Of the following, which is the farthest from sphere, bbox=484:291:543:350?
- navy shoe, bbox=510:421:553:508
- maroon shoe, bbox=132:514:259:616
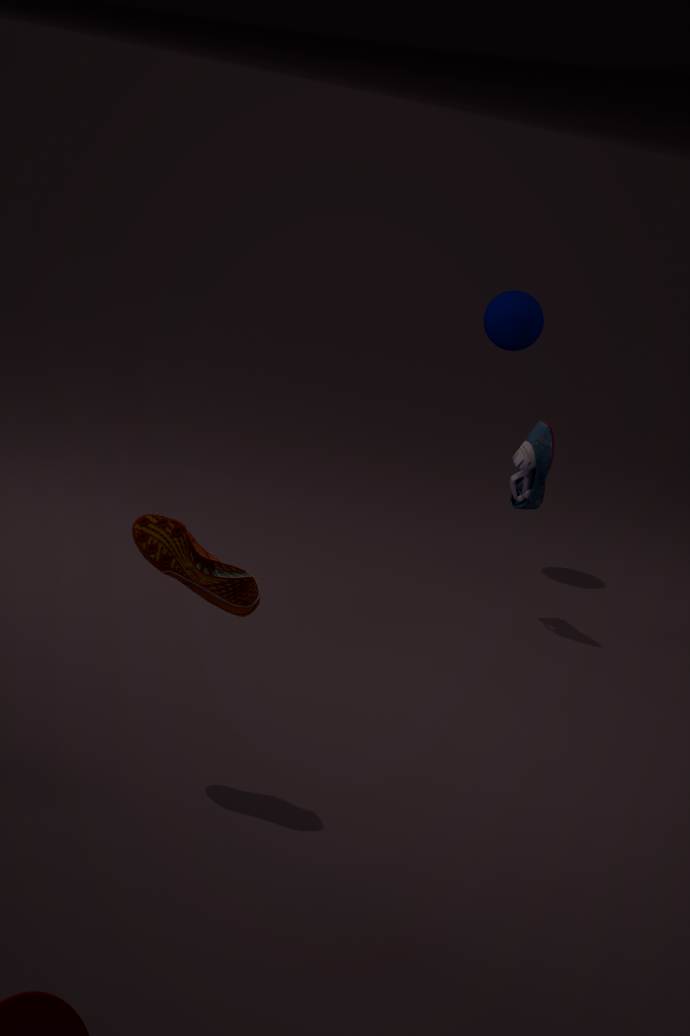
maroon shoe, bbox=132:514:259:616
